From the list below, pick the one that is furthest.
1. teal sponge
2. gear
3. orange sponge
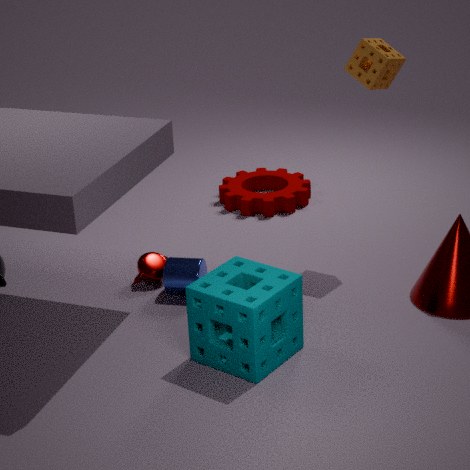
gear
